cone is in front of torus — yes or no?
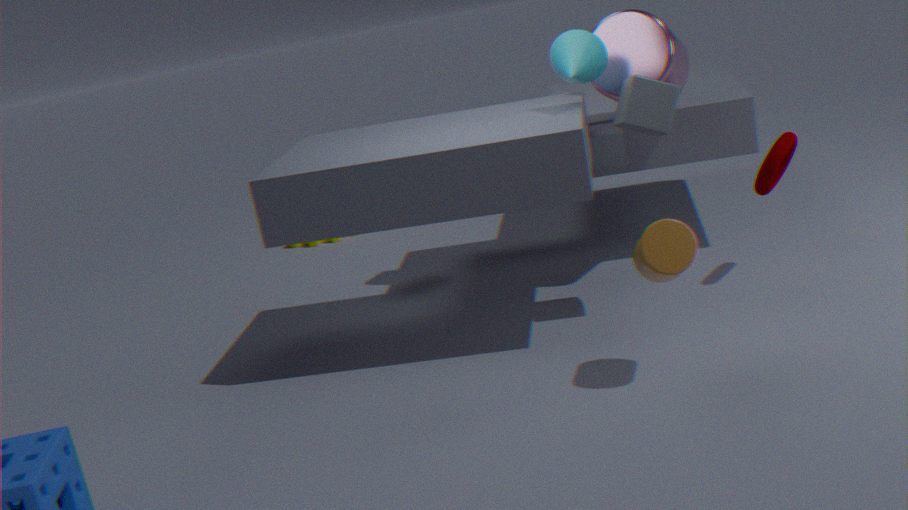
Yes
